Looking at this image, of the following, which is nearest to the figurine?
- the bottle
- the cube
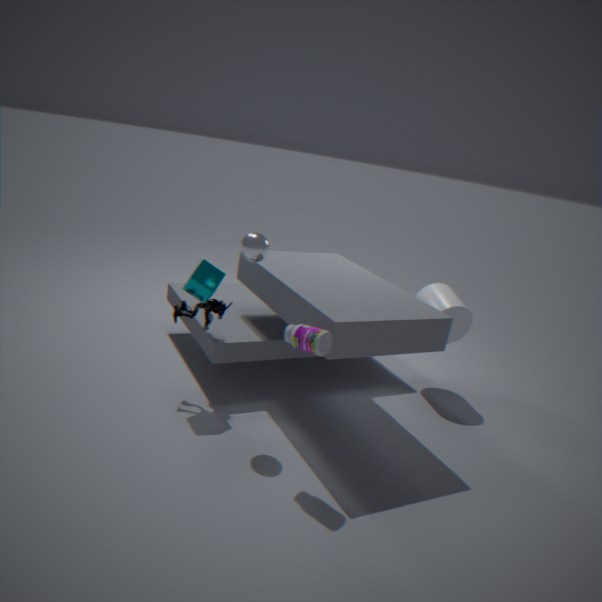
the cube
